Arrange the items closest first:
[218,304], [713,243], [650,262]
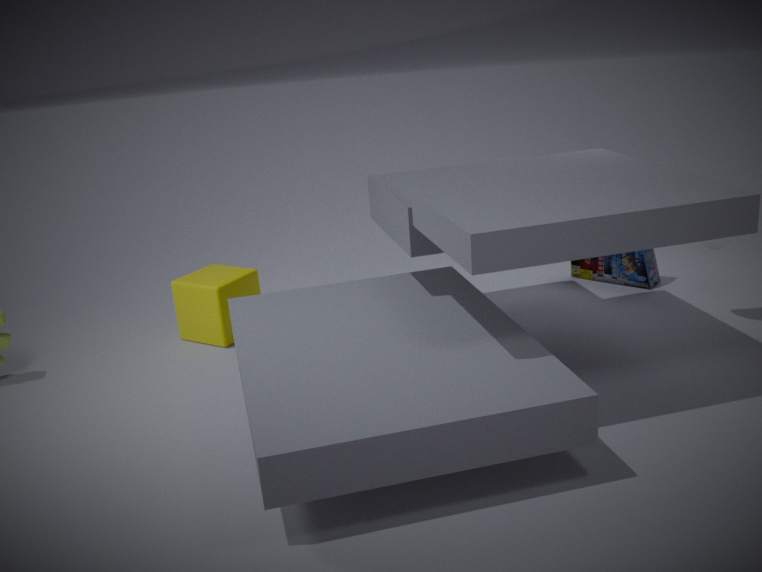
[713,243] < [218,304] < [650,262]
